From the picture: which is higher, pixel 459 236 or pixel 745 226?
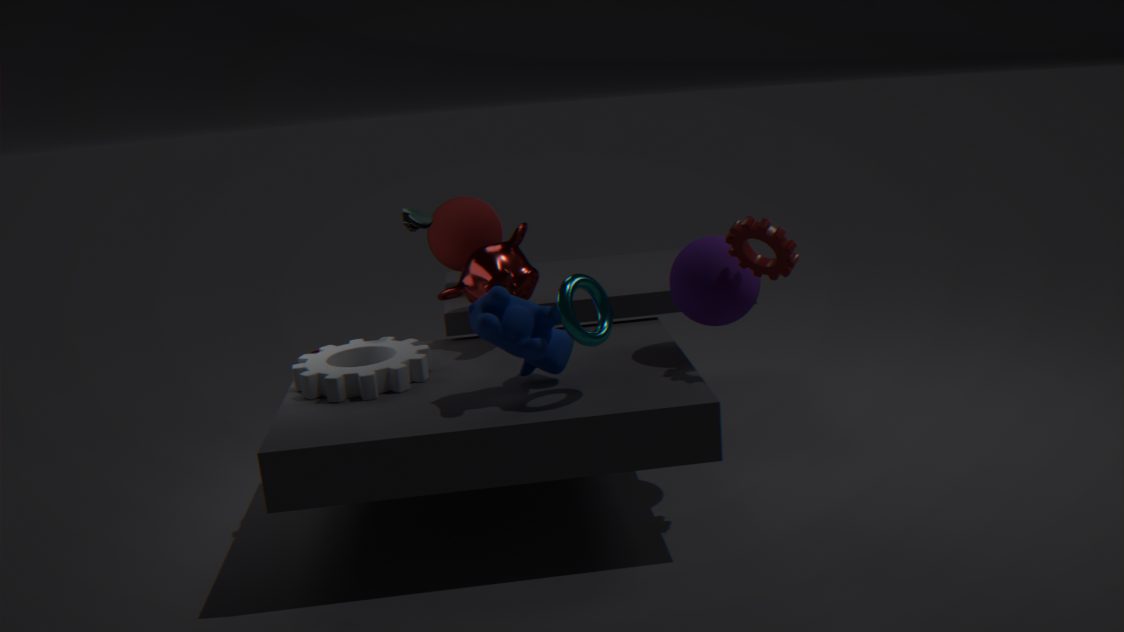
pixel 745 226
